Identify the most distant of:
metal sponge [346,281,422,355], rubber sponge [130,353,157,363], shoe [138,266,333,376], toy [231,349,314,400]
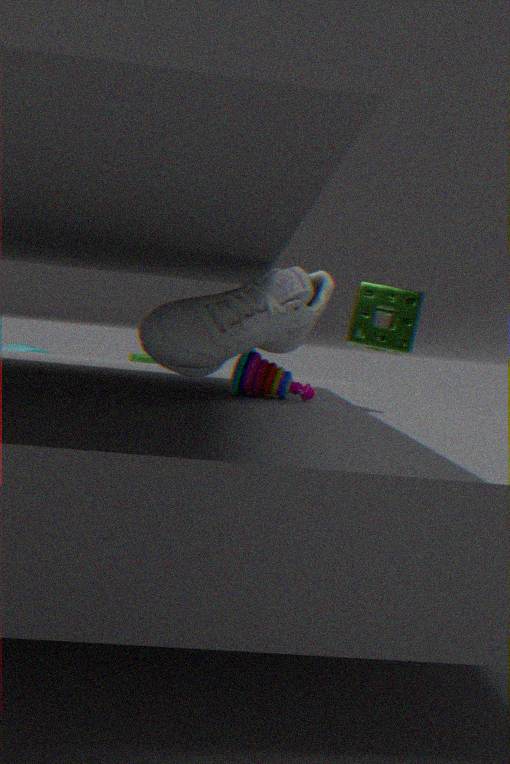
rubber sponge [130,353,157,363]
